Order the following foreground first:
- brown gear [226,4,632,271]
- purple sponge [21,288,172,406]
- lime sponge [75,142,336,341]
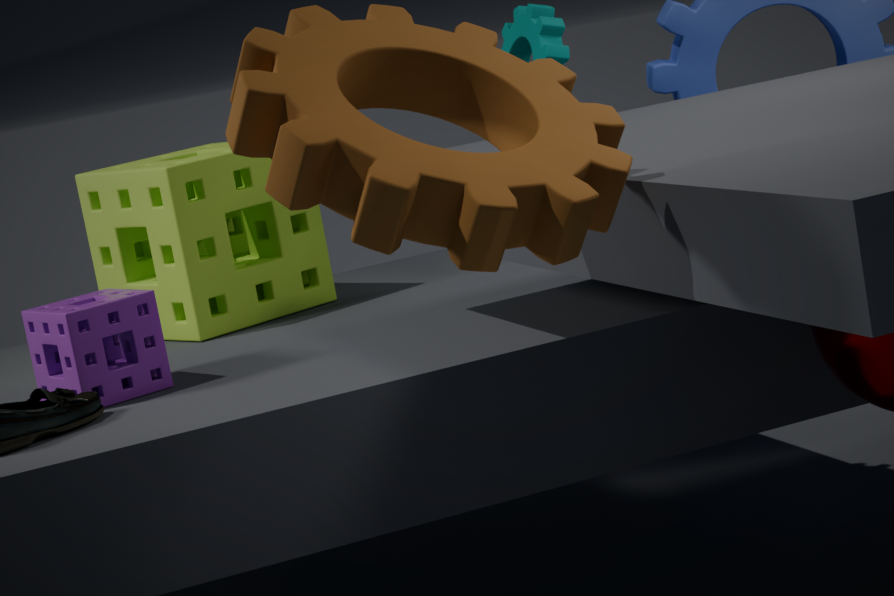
brown gear [226,4,632,271], purple sponge [21,288,172,406], lime sponge [75,142,336,341]
